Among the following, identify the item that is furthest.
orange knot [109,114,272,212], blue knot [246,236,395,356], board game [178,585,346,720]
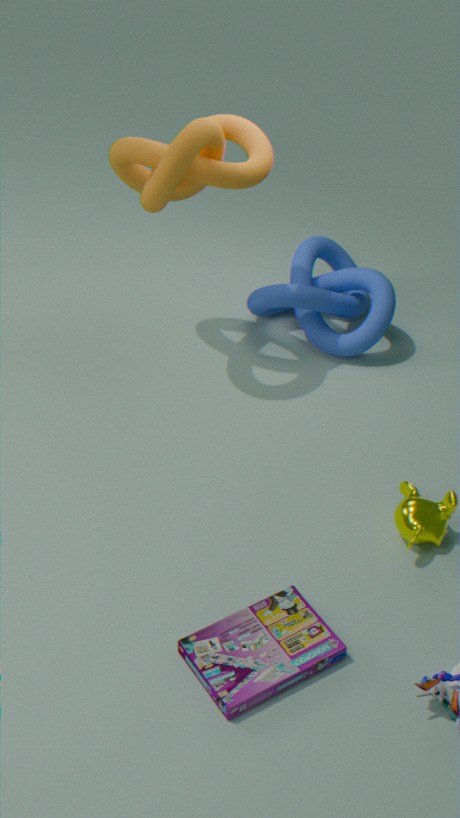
blue knot [246,236,395,356]
